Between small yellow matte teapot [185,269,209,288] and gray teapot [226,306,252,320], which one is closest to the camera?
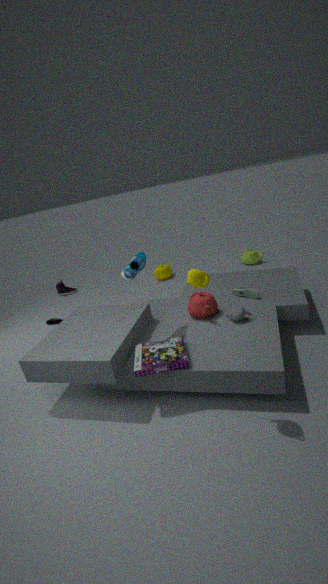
small yellow matte teapot [185,269,209,288]
